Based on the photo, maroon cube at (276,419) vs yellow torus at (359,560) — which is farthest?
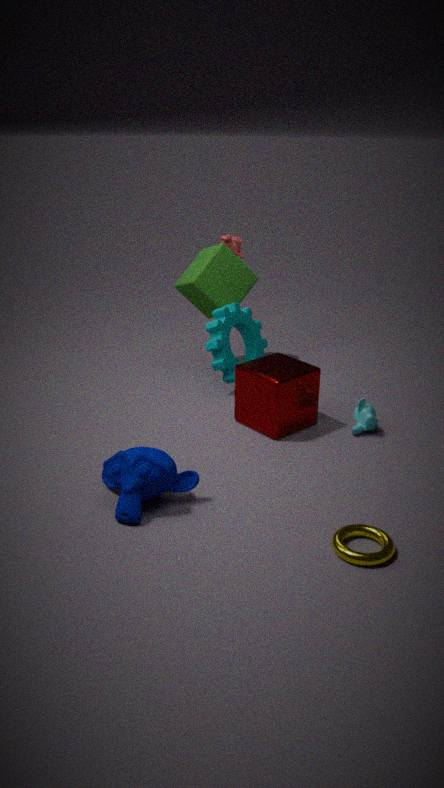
maroon cube at (276,419)
